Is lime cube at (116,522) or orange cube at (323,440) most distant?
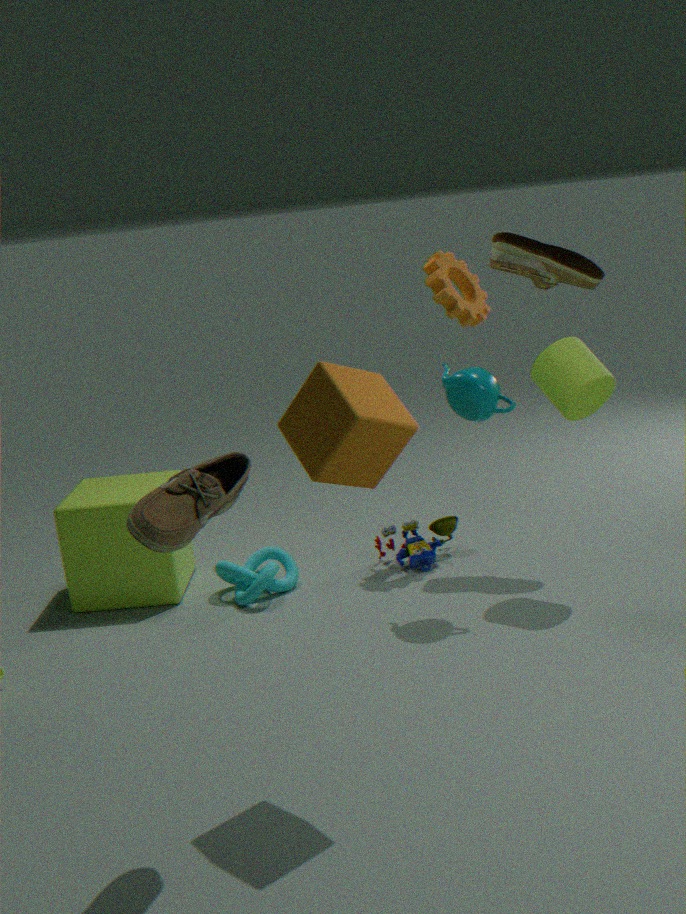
lime cube at (116,522)
